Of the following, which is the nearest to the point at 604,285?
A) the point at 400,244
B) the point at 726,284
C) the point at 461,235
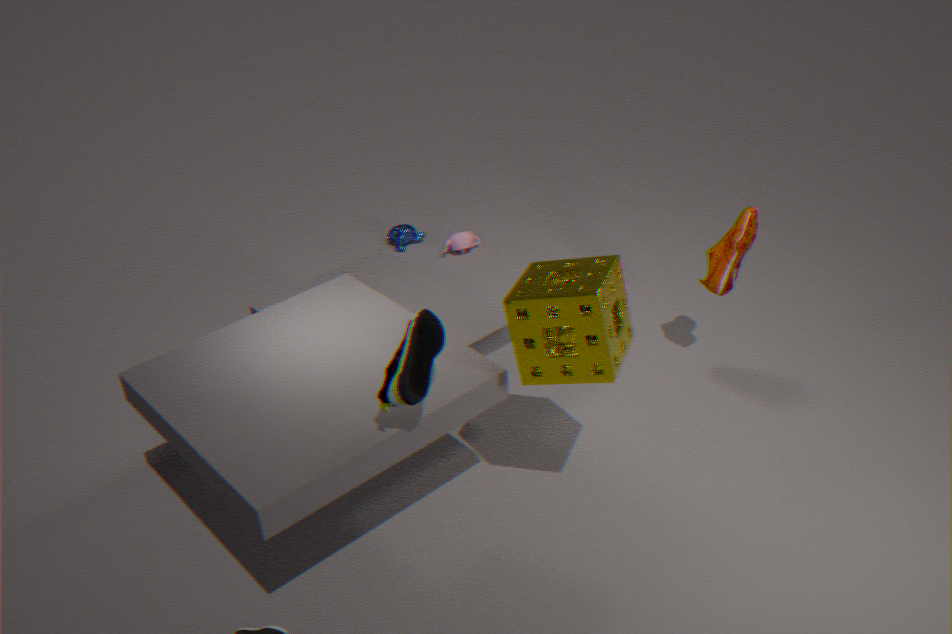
the point at 726,284
